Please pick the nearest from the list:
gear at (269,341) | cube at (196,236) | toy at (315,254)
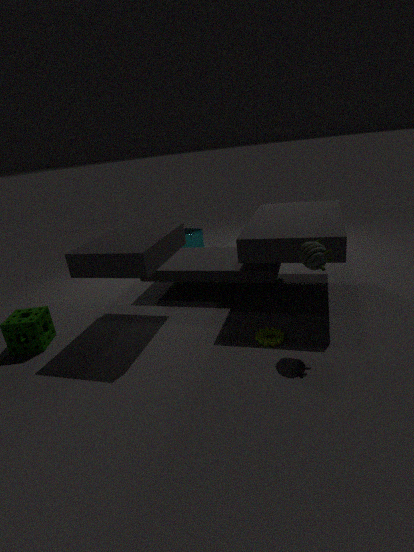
toy at (315,254)
